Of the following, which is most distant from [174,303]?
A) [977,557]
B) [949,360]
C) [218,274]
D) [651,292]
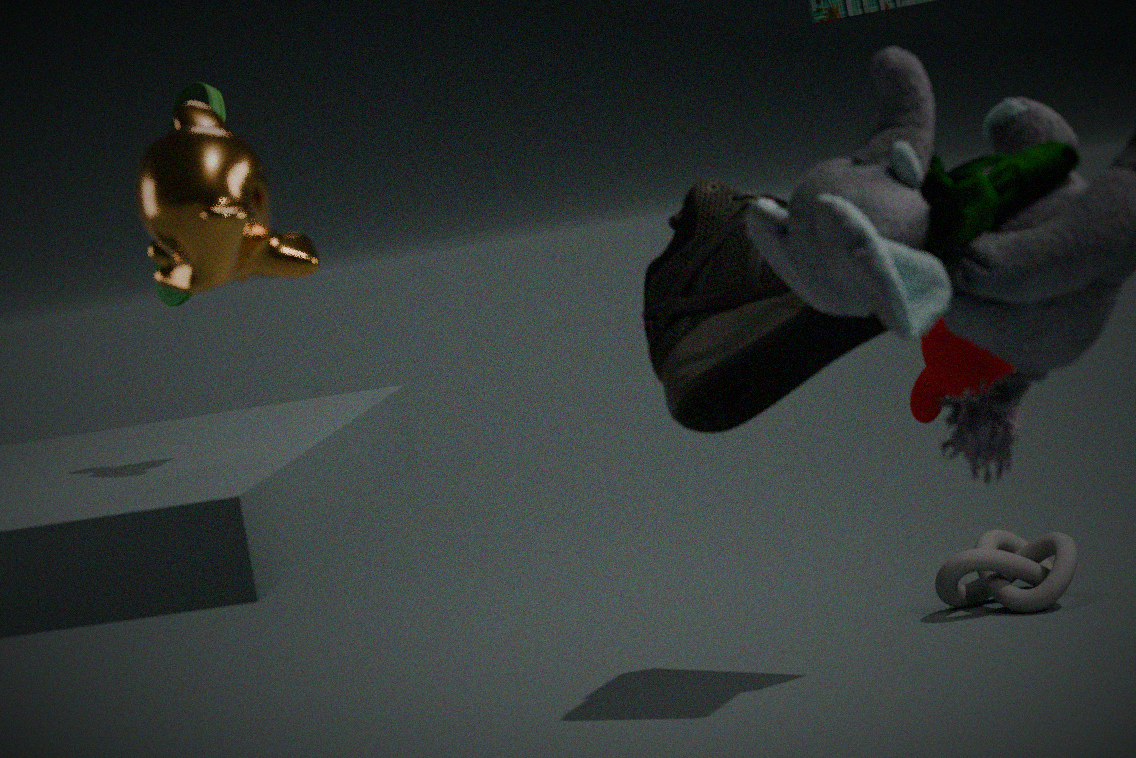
[977,557]
